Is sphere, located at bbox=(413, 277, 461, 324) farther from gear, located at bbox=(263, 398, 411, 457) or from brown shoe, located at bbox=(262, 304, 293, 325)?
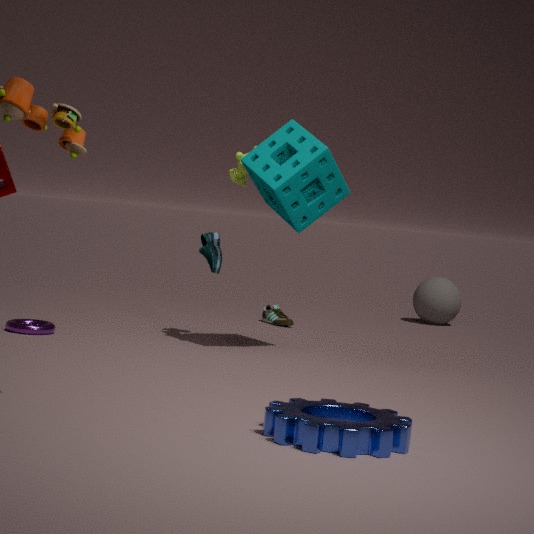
gear, located at bbox=(263, 398, 411, 457)
